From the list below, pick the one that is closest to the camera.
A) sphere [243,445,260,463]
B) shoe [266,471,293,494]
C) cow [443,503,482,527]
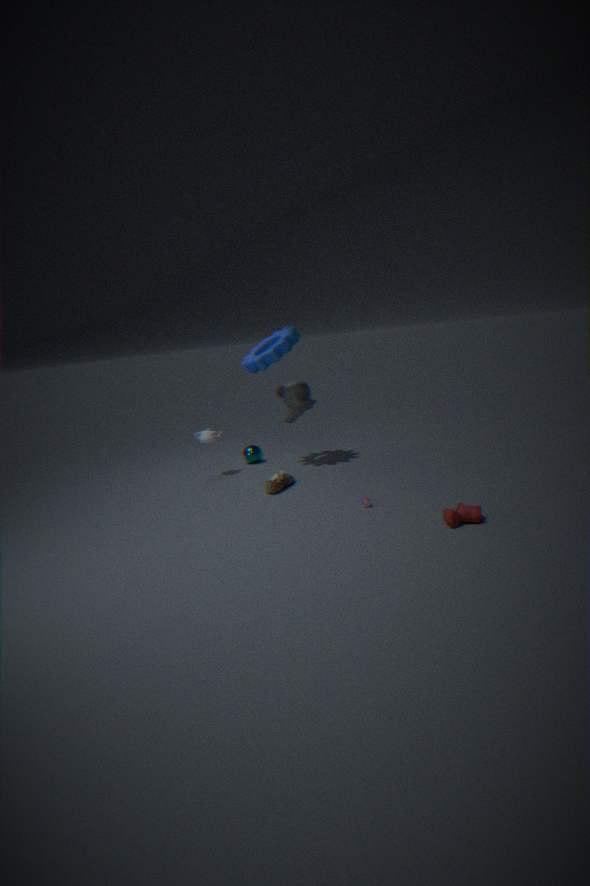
cow [443,503,482,527]
